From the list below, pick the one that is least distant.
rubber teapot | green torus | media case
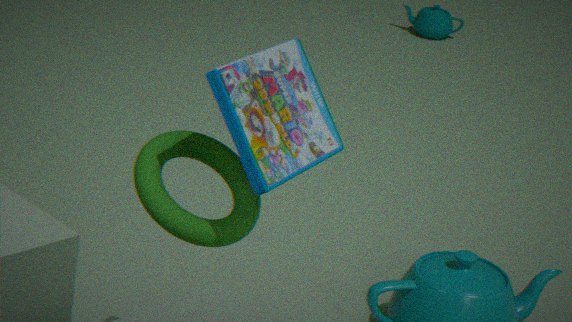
media case
